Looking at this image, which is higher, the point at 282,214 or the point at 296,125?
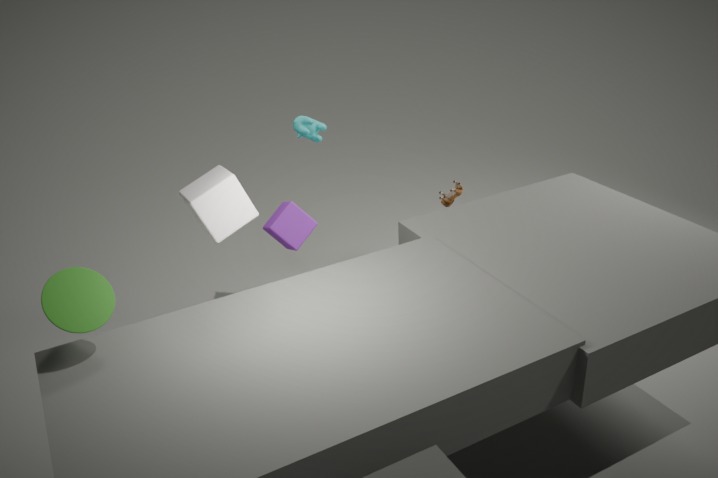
the point at 296,125
